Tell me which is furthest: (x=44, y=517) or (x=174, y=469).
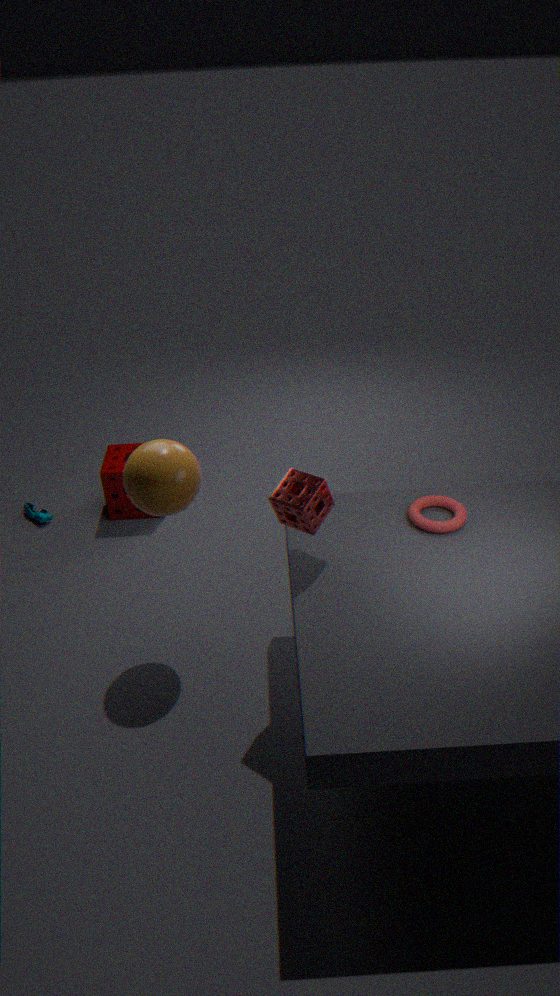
(x=44, y=517)
